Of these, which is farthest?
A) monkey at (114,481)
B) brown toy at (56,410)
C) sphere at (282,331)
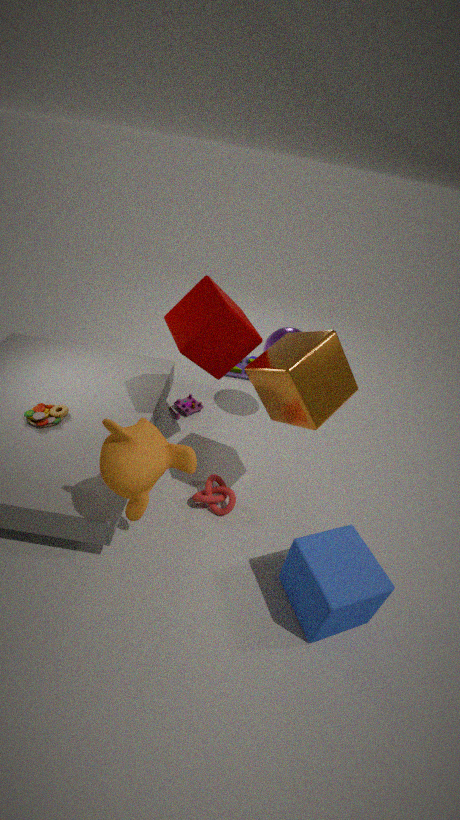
sphere at (282,331)
